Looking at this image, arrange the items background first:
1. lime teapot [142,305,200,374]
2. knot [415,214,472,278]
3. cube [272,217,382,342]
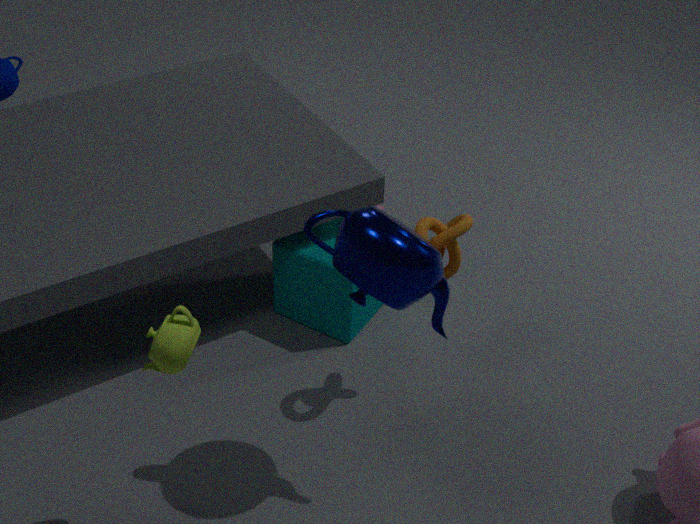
1. cube [272,217,382,342]
2. knot [415,214,472,278]
3. lime teapot [142,305,200,374]
